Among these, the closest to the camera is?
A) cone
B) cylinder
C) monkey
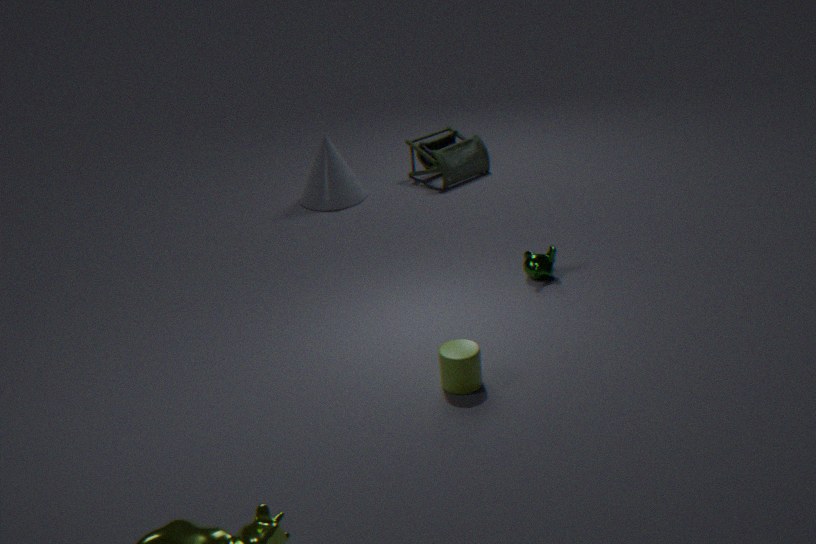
cylinder
